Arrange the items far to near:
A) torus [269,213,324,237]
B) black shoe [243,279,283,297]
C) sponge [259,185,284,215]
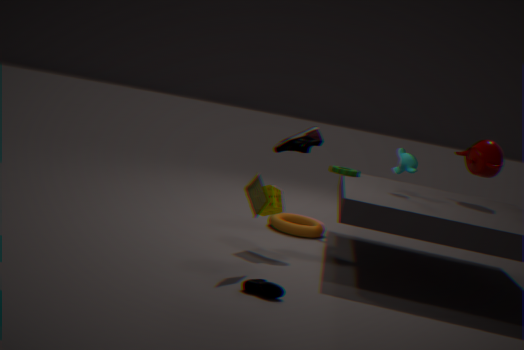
A. torus [269,213,324,237] → C. sponge [259,185,284,215] → B. black shoe [243,279,283,297]
